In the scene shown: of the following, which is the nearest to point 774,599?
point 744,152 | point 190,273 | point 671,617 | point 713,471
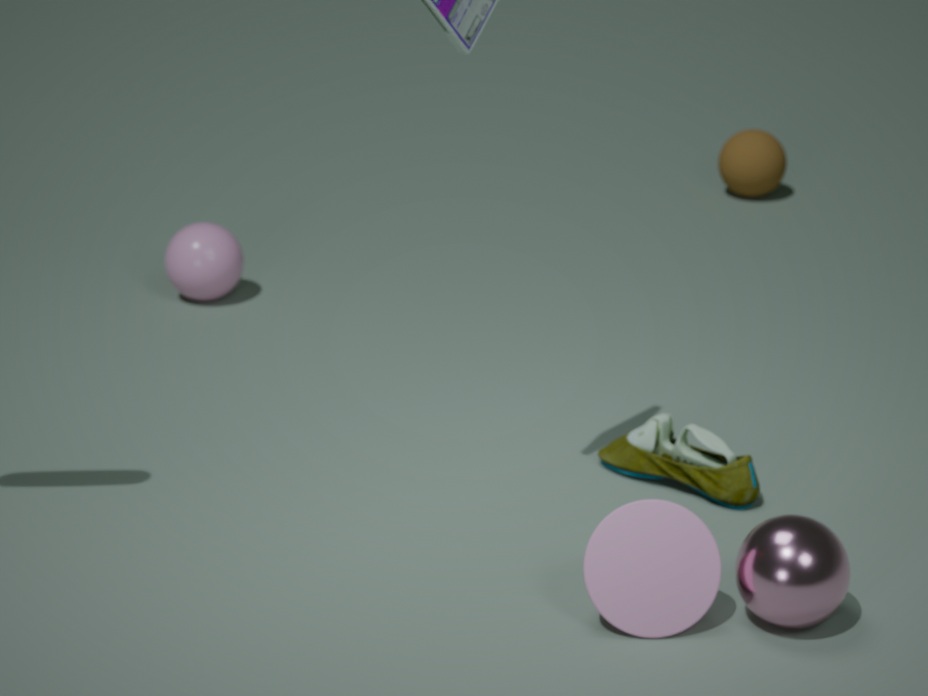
point 671,617
